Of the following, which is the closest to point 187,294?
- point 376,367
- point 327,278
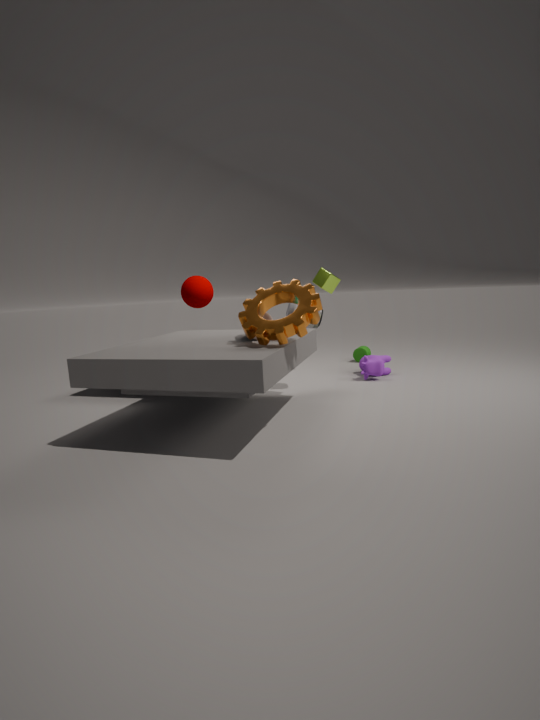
point 327,278
